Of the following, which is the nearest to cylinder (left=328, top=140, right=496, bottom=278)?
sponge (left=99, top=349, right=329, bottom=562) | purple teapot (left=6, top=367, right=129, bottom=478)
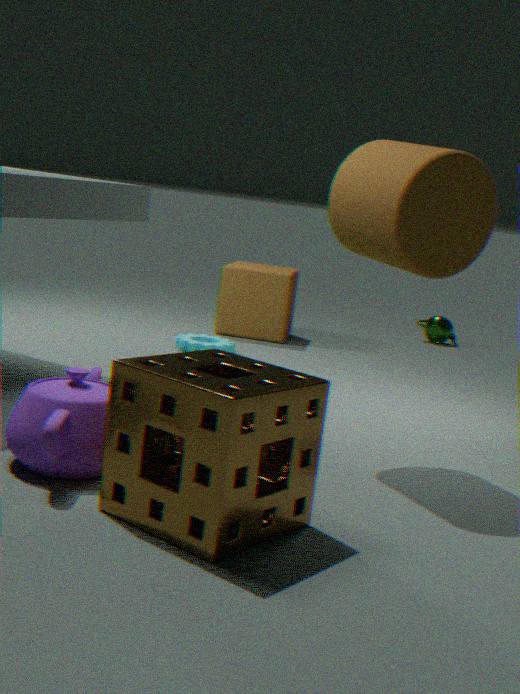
sponge (left=99, top=349, right=329, bottom=562)
